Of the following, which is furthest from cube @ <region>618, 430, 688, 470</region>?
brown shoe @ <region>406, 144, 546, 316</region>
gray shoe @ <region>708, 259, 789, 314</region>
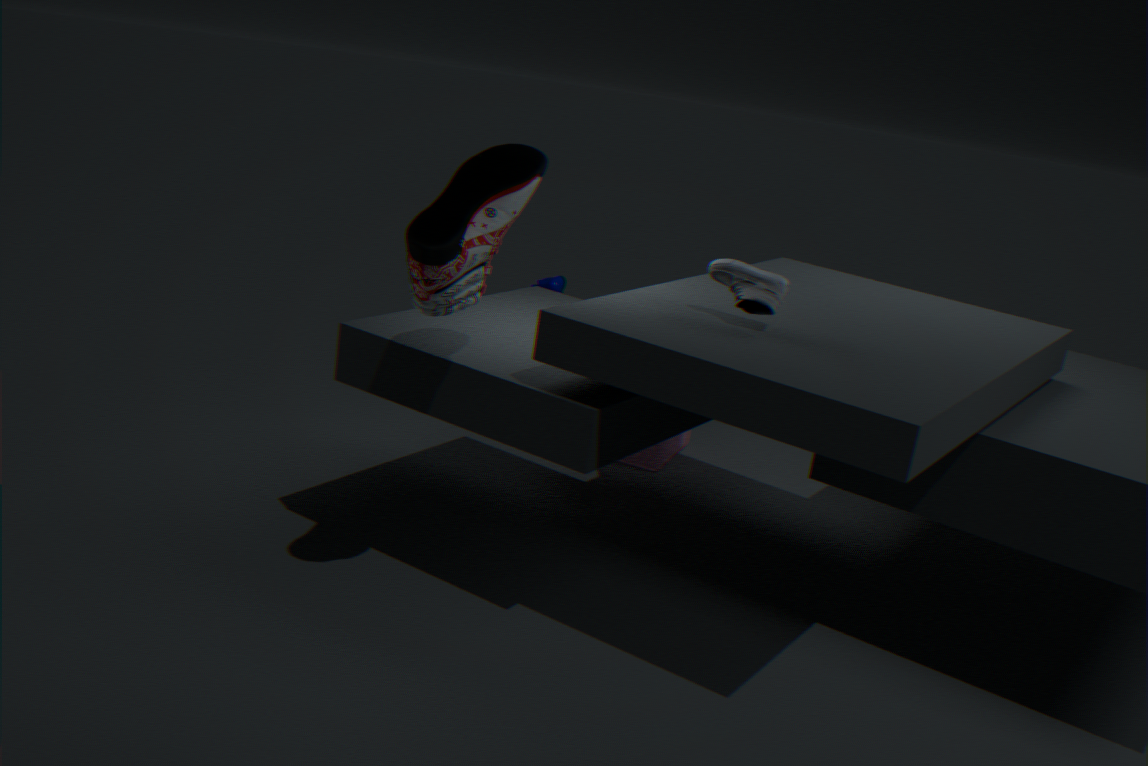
brown shoe @ <region>406, 144, 546, 316</region>
